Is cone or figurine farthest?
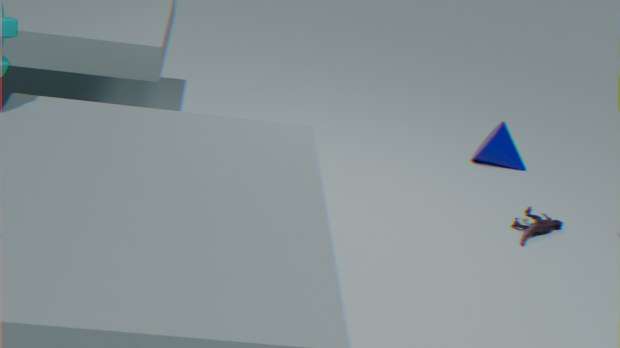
cone
